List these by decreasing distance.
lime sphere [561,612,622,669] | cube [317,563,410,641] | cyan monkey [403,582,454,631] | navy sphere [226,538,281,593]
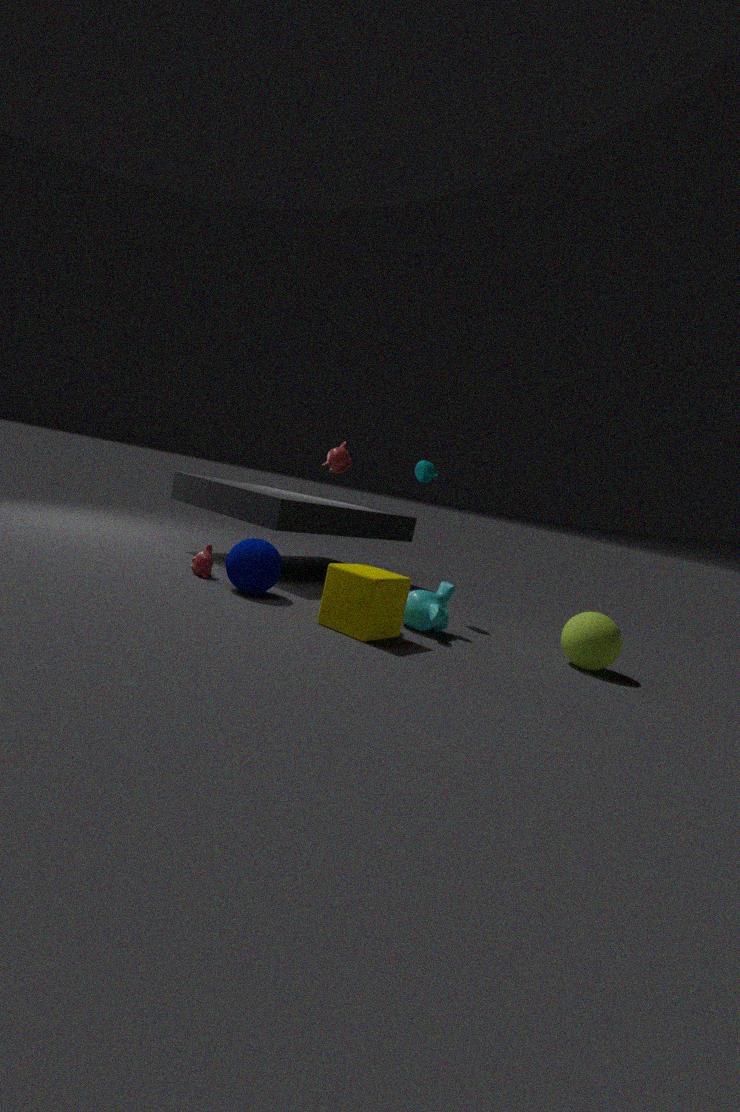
1. navy sphere [226,538,281,593]
2. cyan monkey [403,582,454,631]
3. lime sphere [561,612,622,669]
4. cube [317,563,410,641]
